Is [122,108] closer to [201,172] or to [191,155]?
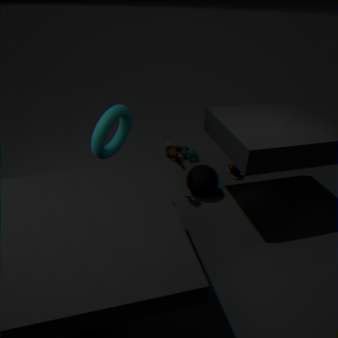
[201,172]
